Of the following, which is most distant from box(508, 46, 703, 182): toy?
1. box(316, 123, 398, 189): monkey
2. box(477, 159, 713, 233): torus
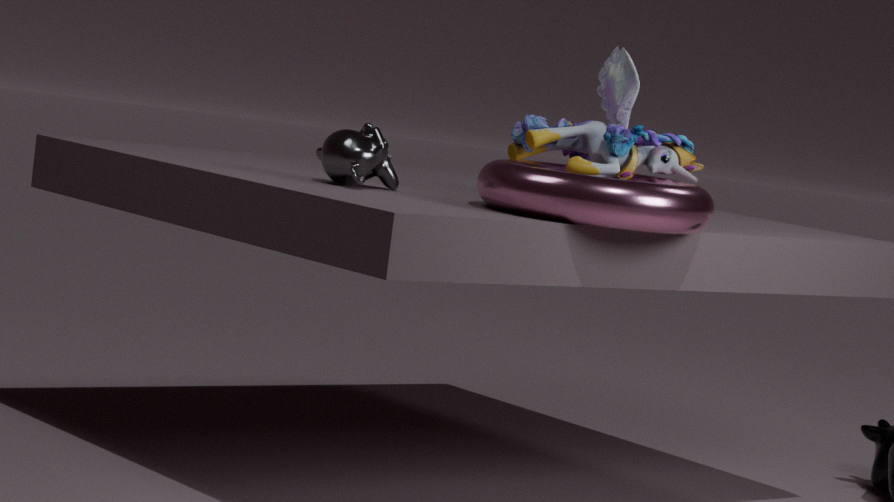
box(316, 123, 398, 189): monkey
